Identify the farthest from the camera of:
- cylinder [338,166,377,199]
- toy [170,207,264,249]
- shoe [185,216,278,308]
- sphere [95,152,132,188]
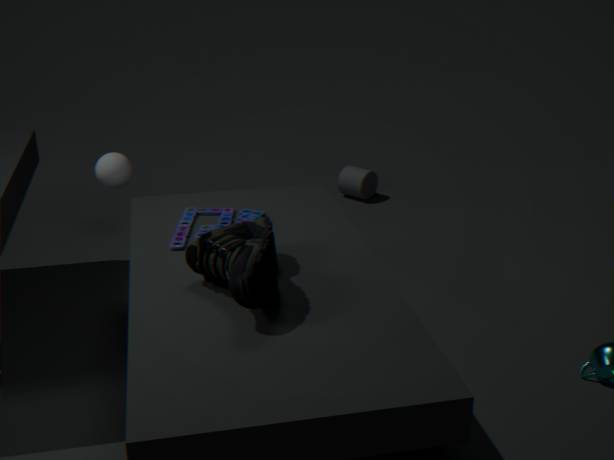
cylinder [338,166,377,199]
